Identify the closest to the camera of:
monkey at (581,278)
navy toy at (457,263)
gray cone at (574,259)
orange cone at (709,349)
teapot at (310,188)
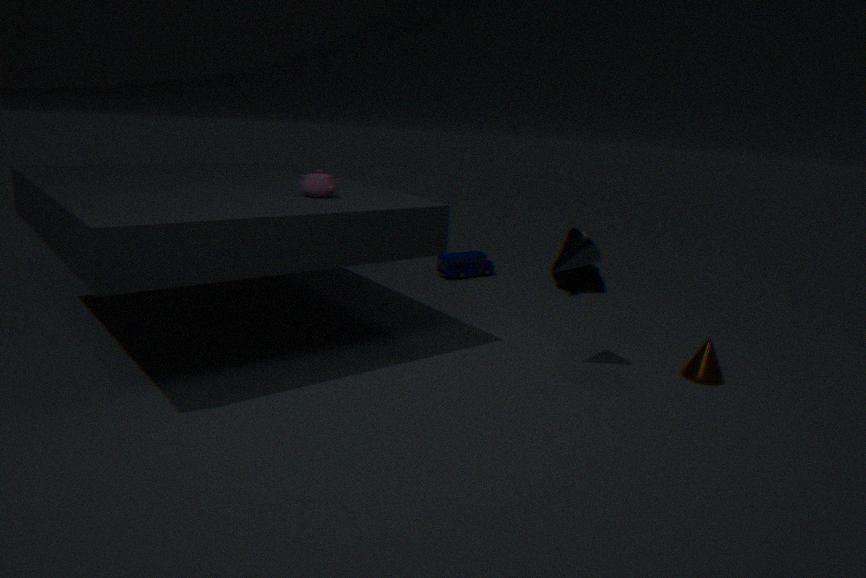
gray cone at (574,259)
